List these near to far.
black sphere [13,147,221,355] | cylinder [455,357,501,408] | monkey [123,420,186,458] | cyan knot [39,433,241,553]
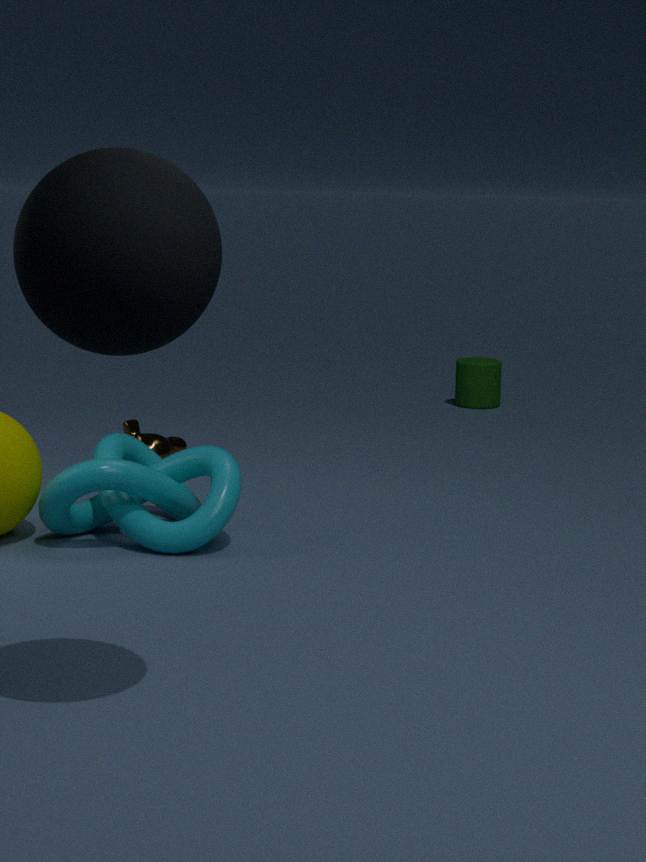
black sphere [13,147,221,355] → cyan knot [39,433,241,553] → monkey [123,420,186,458] → cylinder [455,357,501,408]
